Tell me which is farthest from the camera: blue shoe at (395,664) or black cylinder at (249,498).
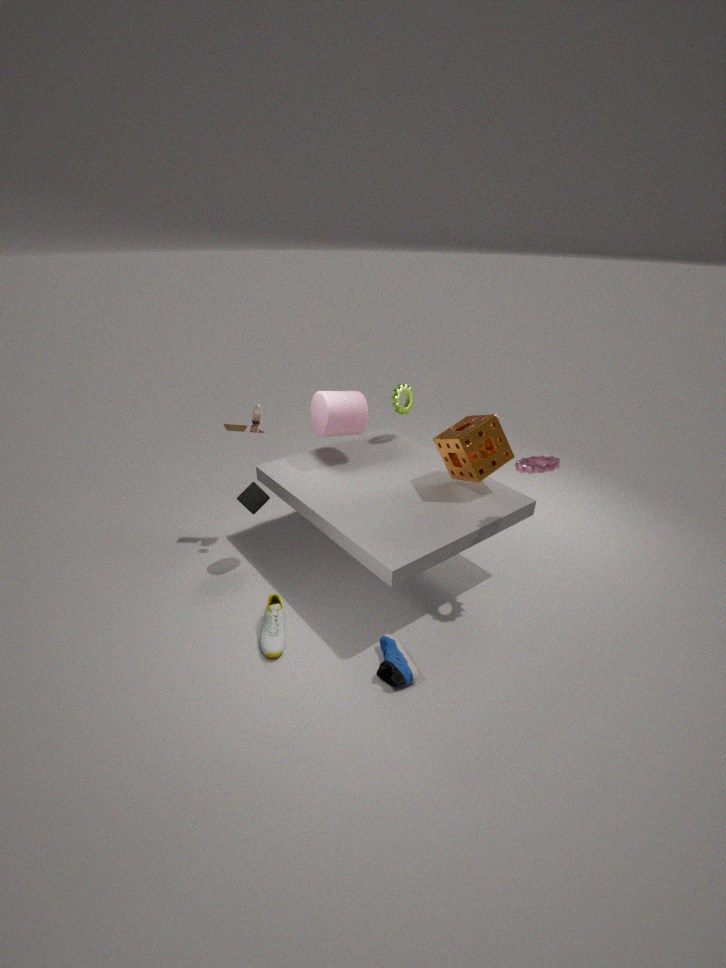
black cylinder at (249,498)
